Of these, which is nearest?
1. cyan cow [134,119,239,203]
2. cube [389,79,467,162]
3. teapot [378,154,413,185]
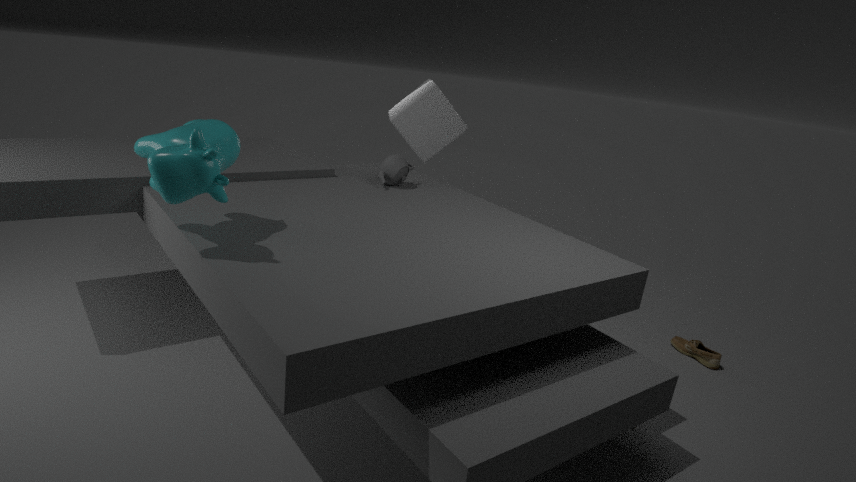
cyan cow [134,119,239,203]
